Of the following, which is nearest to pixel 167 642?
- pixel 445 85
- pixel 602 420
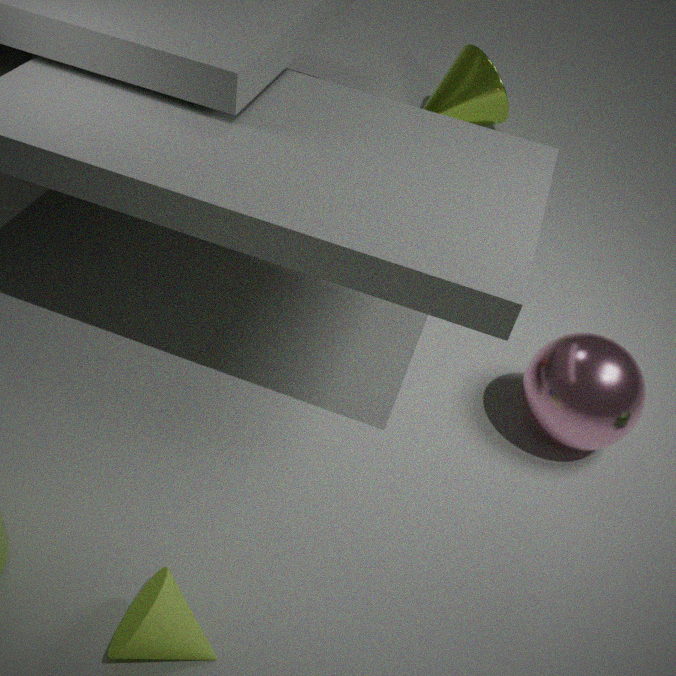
pixel 602 420
